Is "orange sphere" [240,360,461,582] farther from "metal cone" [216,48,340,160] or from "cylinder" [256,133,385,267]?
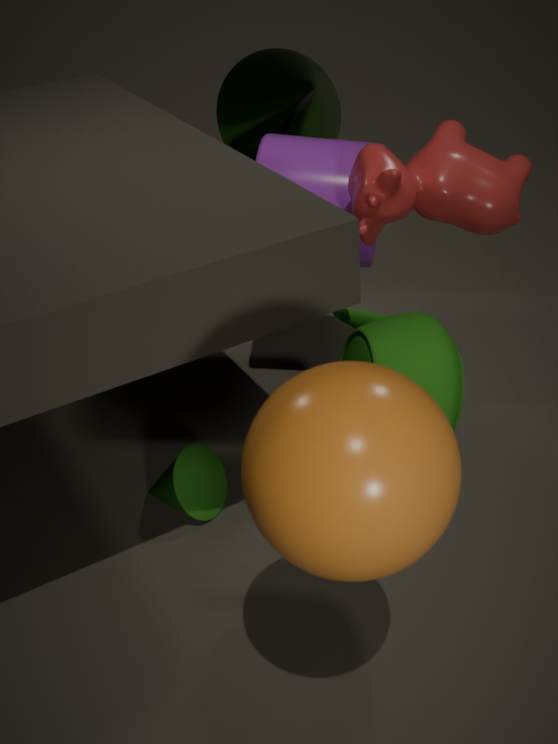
"metal cone" [216,48,340,160]
